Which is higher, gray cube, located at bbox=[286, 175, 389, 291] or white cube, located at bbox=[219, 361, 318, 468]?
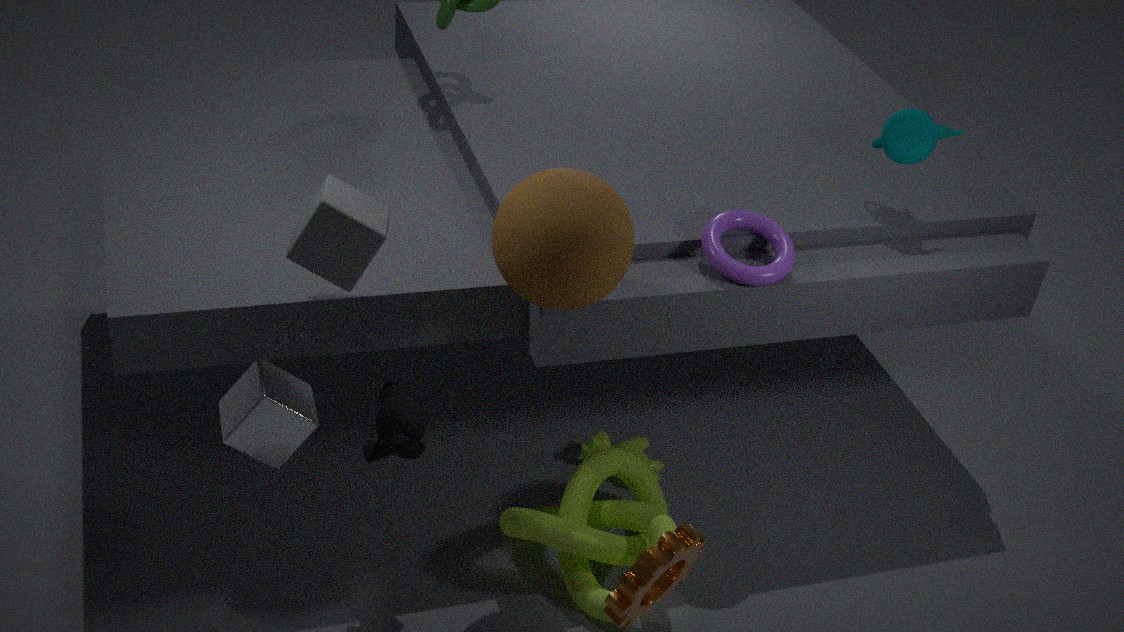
gray cube, located at bbox=[286, 175, 389, 291]
